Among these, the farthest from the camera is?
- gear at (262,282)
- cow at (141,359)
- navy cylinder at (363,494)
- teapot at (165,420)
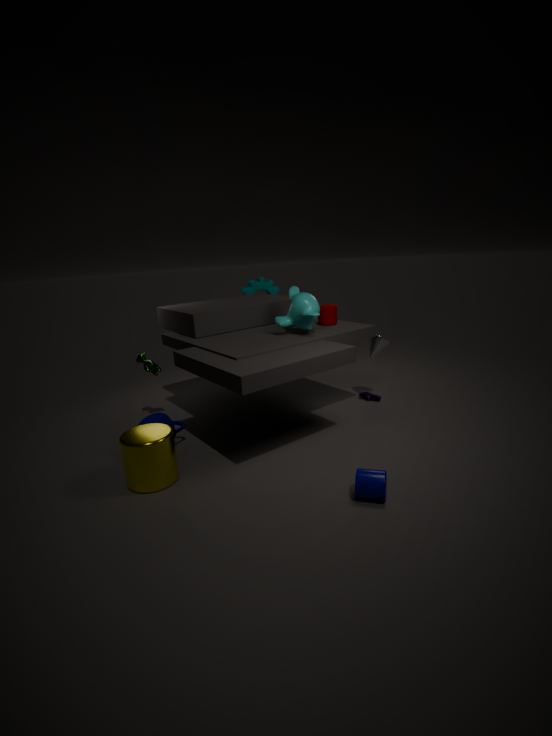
gear at (262,282)
